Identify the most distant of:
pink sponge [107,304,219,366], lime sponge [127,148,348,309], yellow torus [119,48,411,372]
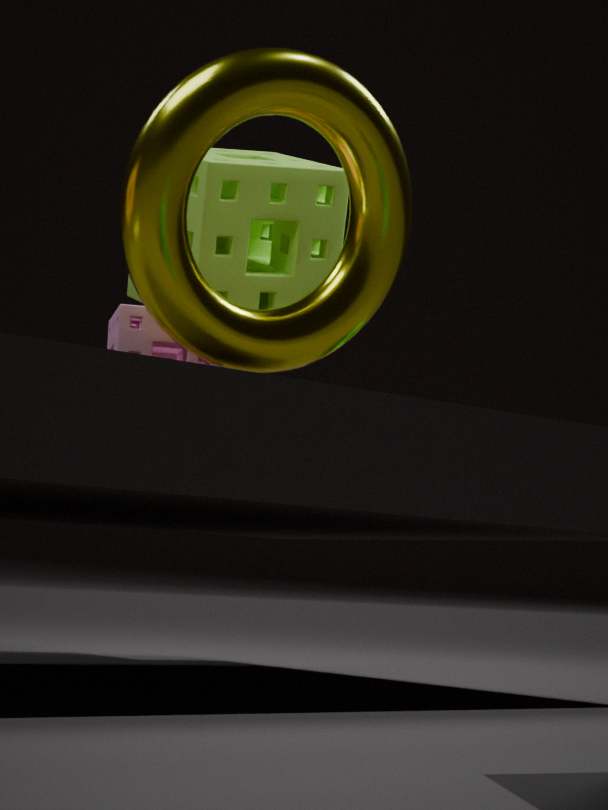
lime sponge [127,148,348,309]
